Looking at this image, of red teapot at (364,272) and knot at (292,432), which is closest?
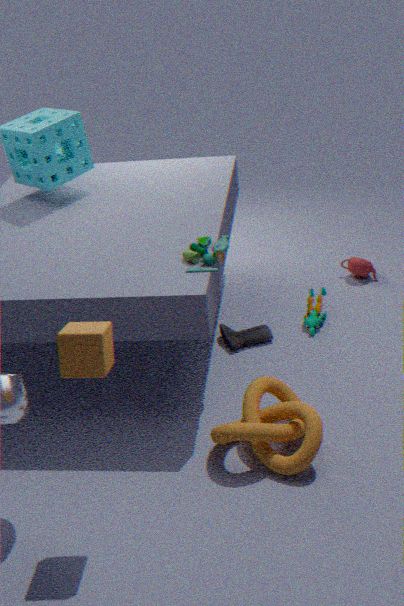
knot at (292,432)
